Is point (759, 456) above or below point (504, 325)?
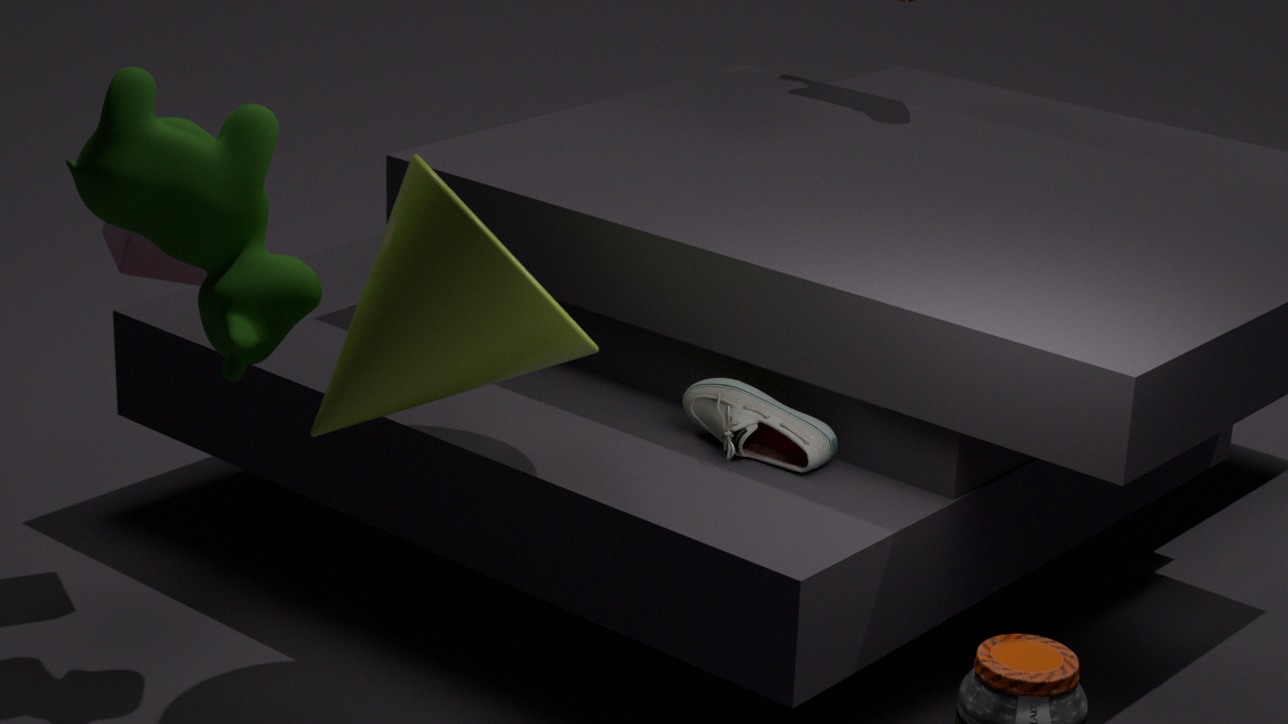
below
